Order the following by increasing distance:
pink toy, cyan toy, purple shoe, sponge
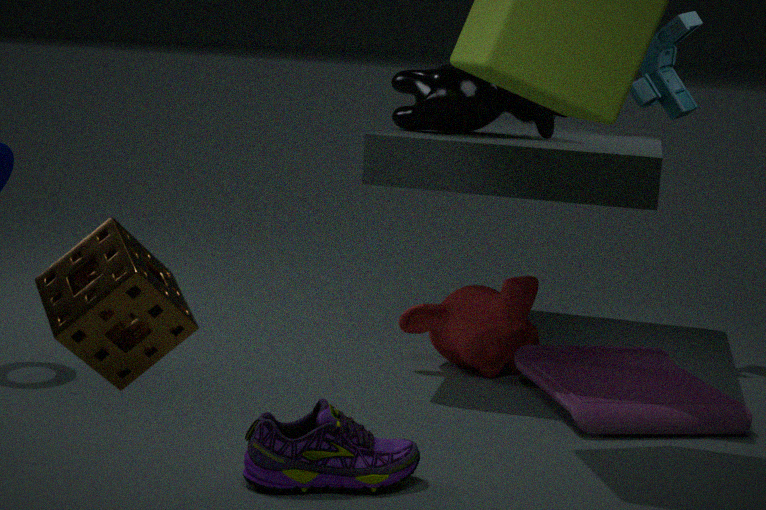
sponge, purple shoe, pink toy, cyan toy
